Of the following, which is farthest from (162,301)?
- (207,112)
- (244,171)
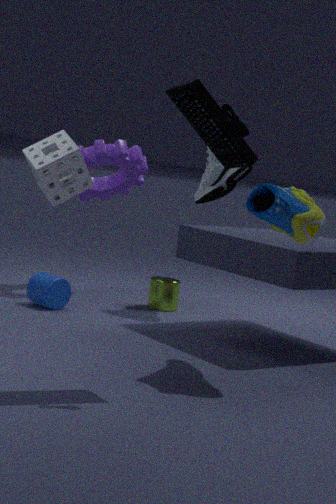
(207,112)
